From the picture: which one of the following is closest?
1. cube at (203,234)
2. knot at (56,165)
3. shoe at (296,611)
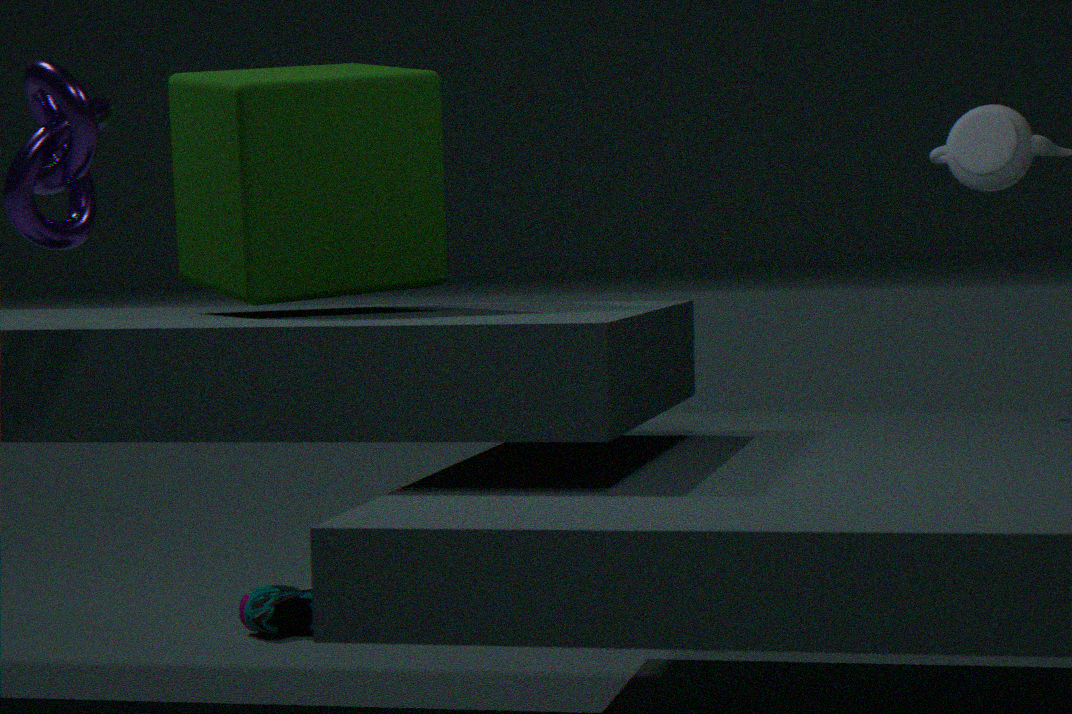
knot at (56,165)
